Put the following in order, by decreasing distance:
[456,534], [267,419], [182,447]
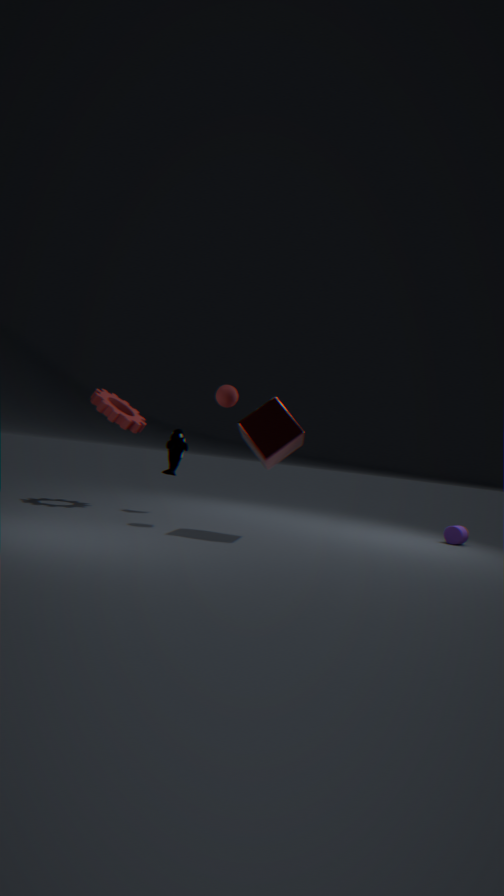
[456,534] < [182,447] < [267,419]
